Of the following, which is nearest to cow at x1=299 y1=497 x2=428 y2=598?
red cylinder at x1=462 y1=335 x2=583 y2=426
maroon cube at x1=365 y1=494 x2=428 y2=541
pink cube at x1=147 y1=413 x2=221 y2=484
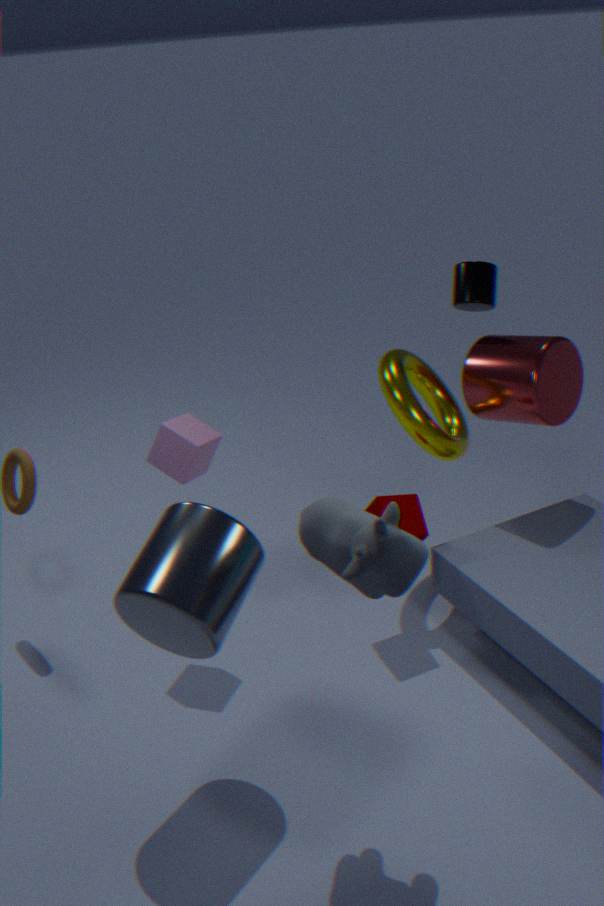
maroon cube at x1=365 y1=494 x2=428 y2=541
